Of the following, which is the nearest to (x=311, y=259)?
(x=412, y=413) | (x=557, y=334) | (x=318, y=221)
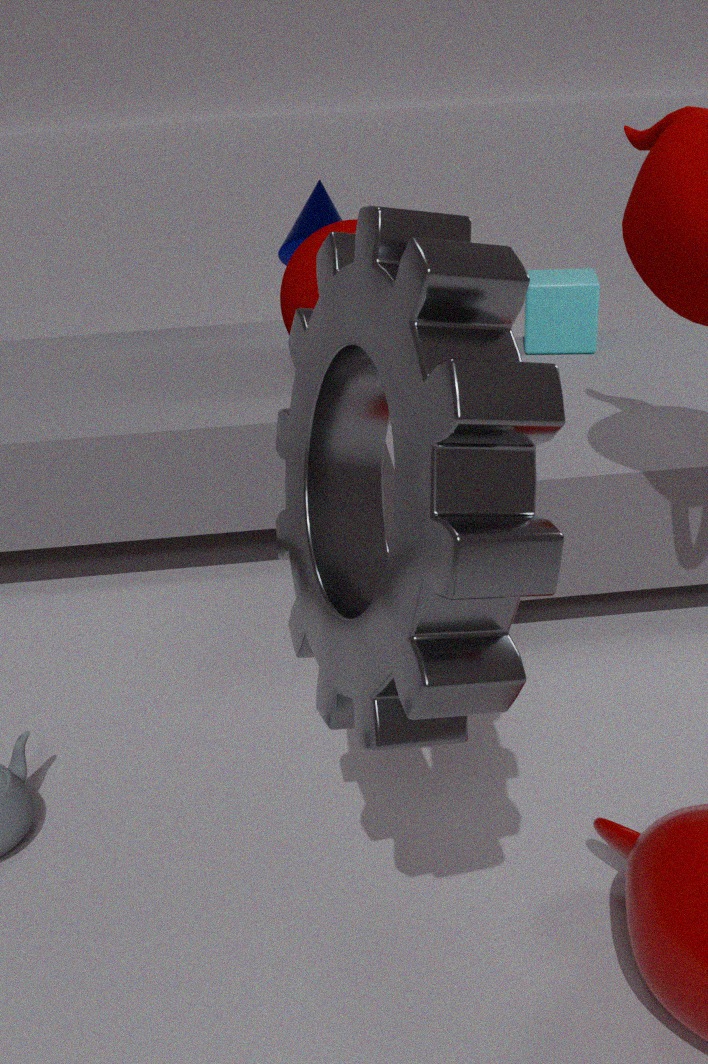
(x=318, y=221)
